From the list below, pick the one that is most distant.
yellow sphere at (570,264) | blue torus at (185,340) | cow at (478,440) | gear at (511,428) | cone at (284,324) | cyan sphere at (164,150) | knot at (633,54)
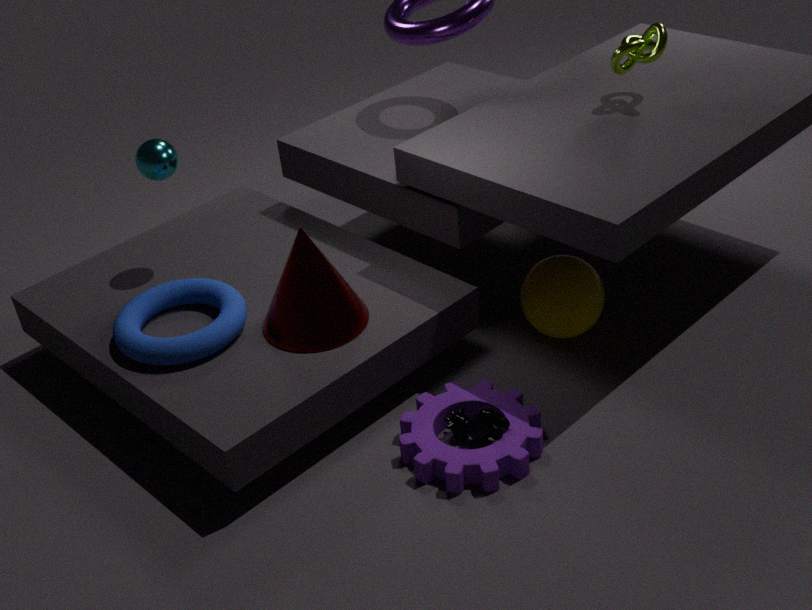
cyan sphere at (164,150)
